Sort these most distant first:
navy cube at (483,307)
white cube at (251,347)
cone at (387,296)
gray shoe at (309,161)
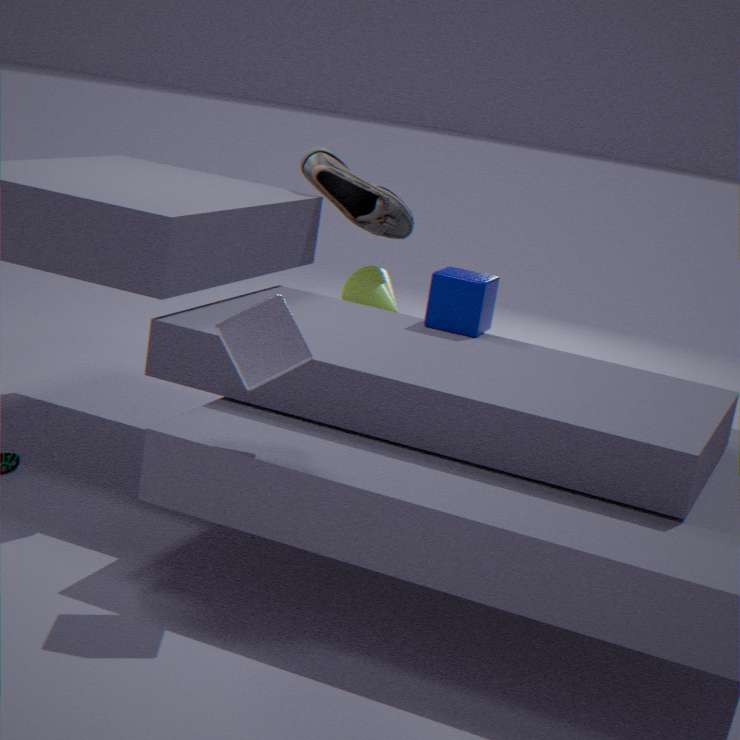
cone at (387,296) → gray shoe at (309,161) → navy cube at (483,307) → white cube at (251,347)
